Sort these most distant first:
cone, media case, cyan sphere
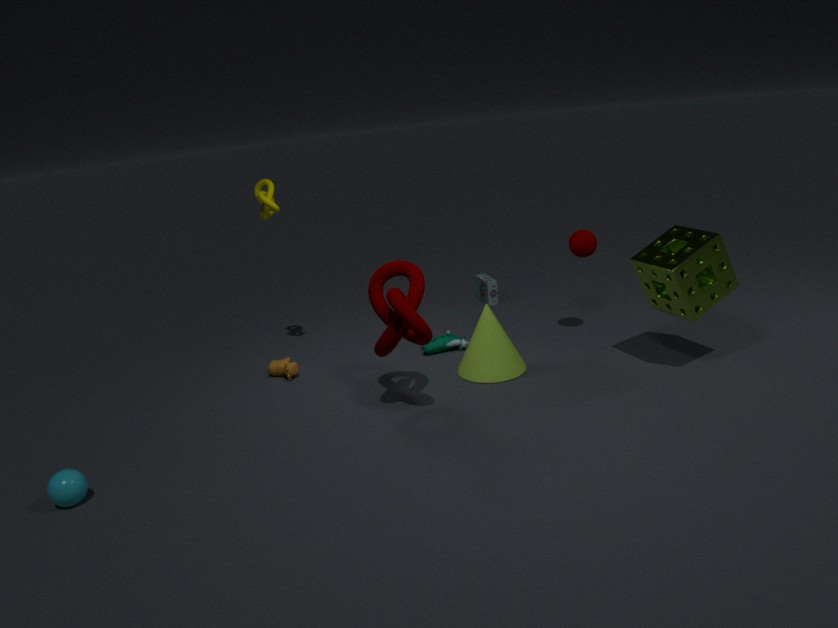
media case < cone < cyan sphere
